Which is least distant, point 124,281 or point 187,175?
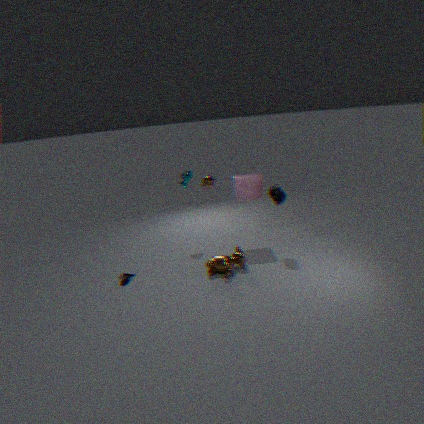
point 124,281
